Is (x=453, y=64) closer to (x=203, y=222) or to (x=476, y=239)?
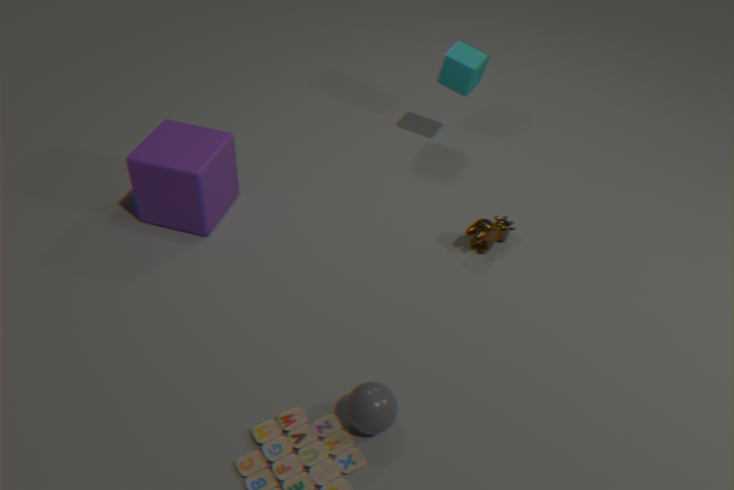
(x=476, y=239)
